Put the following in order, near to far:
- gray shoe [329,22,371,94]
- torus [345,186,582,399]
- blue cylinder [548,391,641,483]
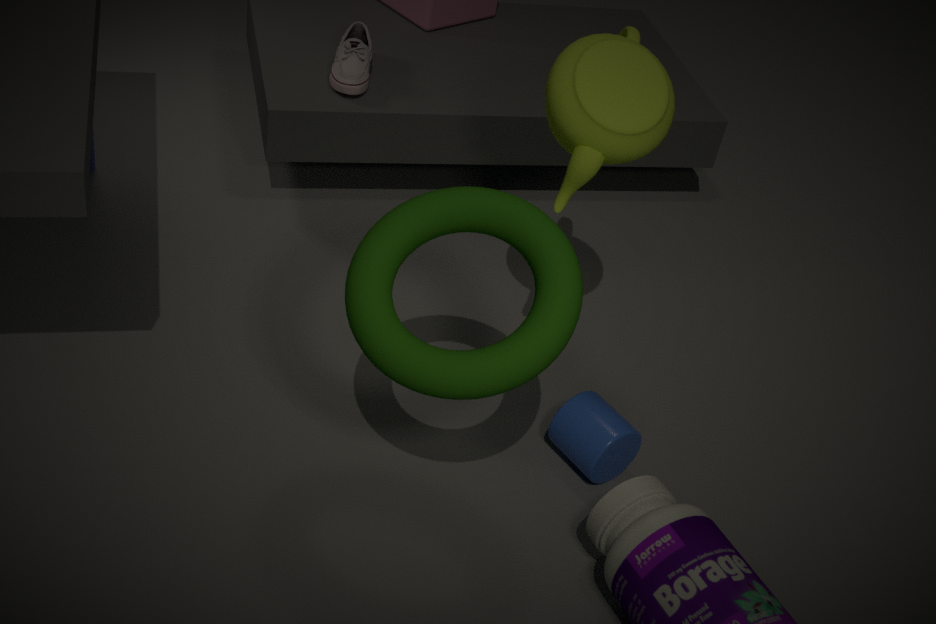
1. torus [345,186,582,399]
2. blue cylinder [548,391,641,483]
3. gray shoe [329,22,371,94]
